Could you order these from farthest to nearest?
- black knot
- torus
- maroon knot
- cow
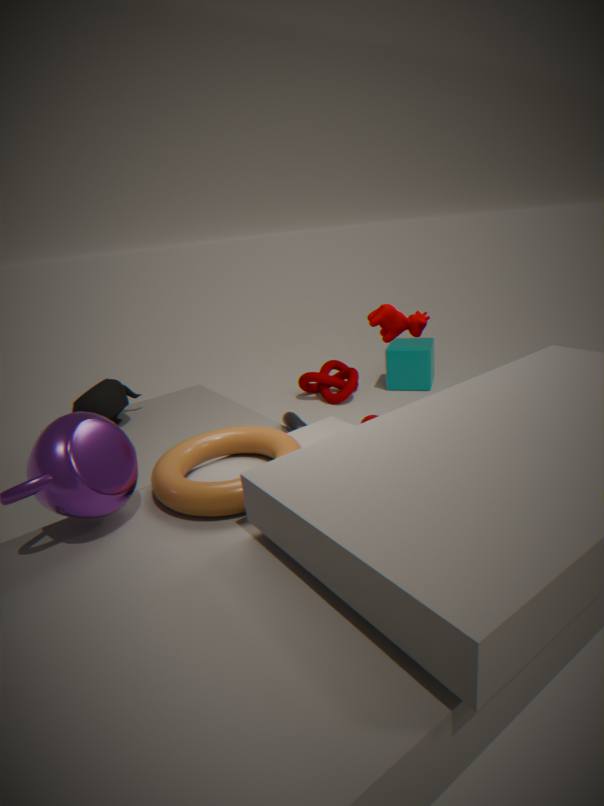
maroon knot < black knot < cow < torus
